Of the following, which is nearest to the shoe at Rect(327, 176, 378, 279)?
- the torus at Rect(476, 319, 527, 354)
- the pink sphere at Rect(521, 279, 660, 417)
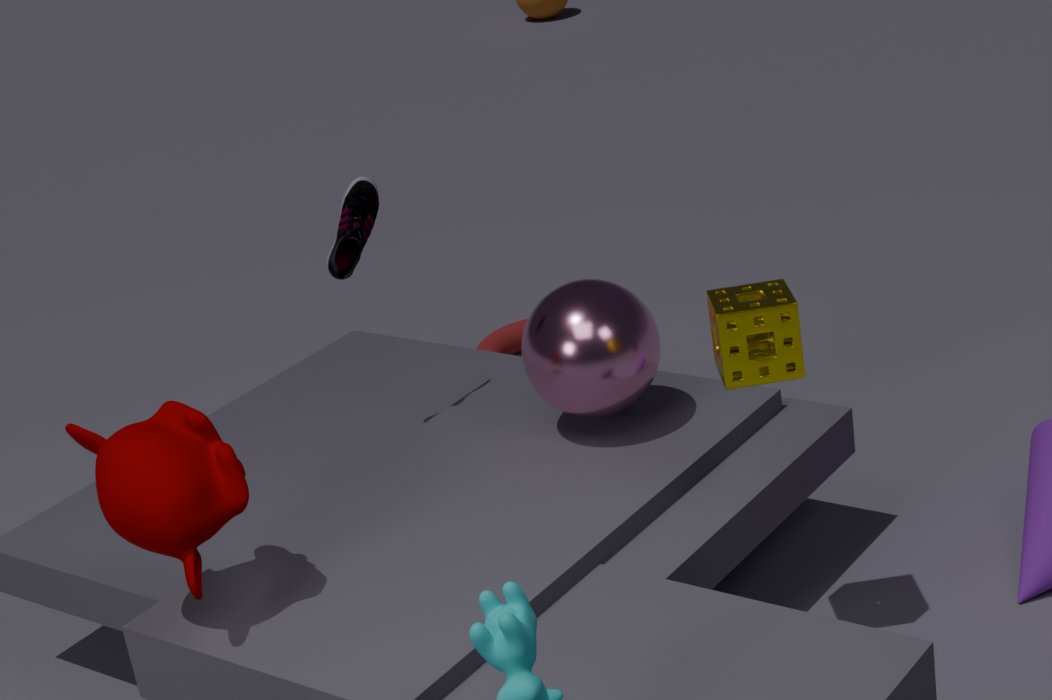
the pink sphere at Rect(521, 279, 660, 417)
